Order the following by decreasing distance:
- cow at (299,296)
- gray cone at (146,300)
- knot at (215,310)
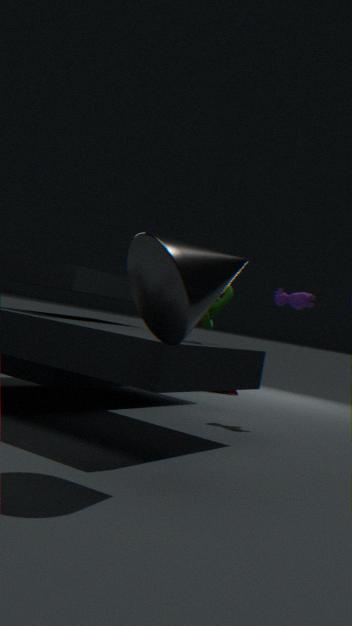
cow at (299,296) < knot at (215,310) < gray cone at (146,300)
